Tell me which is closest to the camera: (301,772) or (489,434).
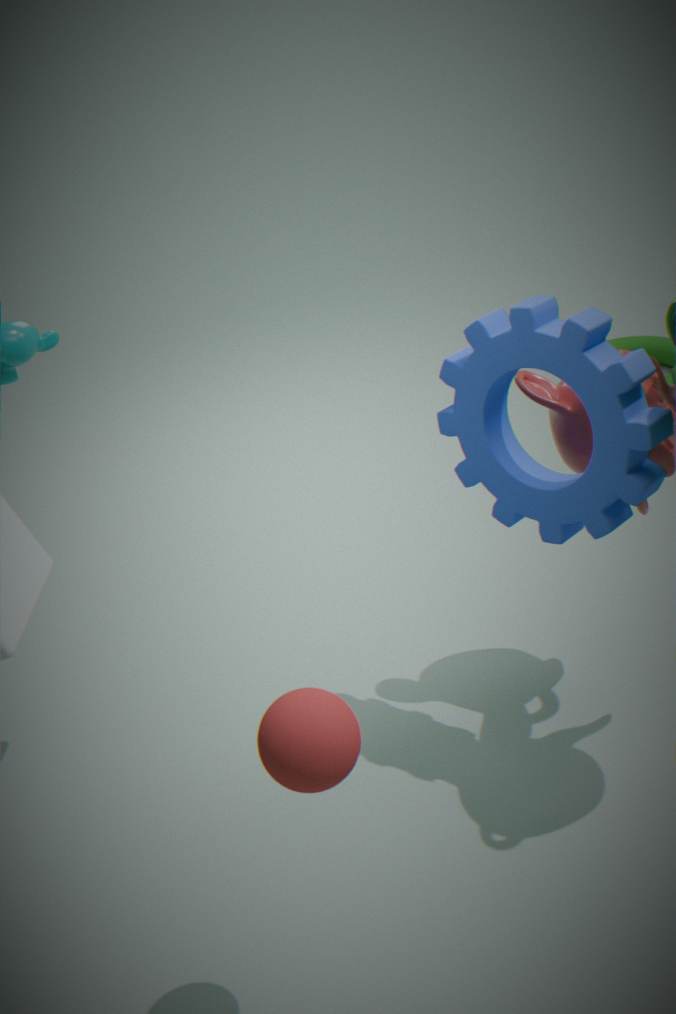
(301,772)
